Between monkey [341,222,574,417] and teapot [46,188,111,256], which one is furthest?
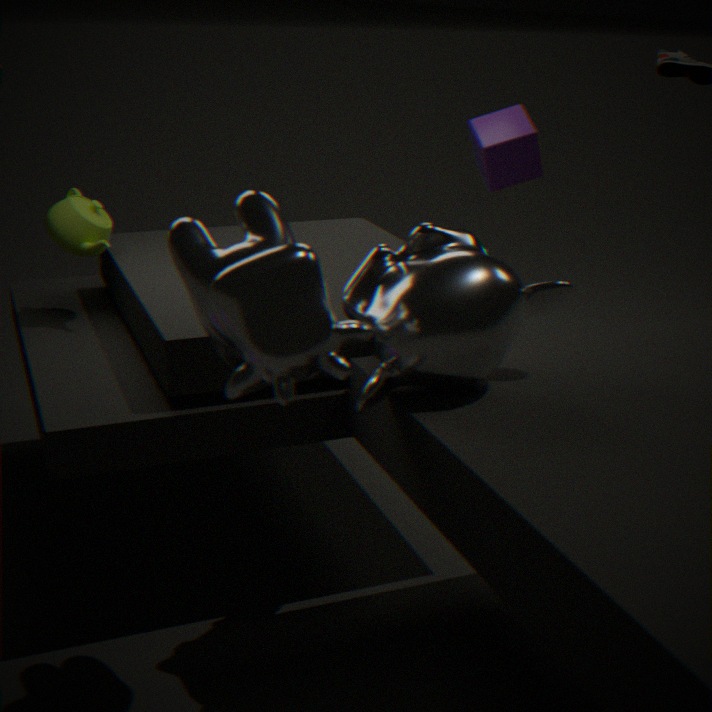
teapot [46,188,111,256]
